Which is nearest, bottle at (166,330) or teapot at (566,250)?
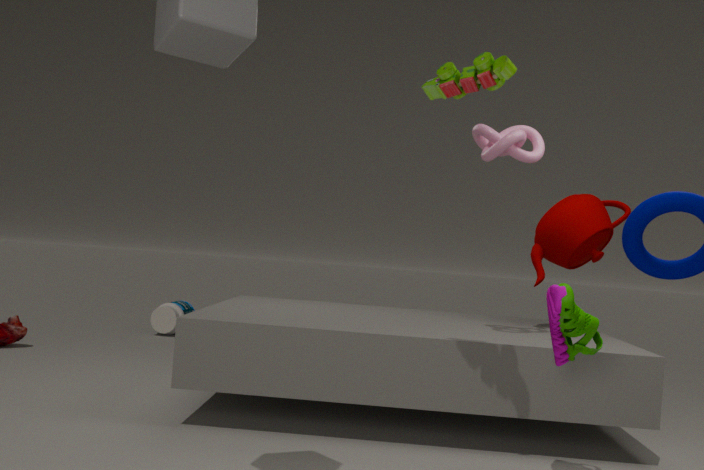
teapot at (566,250)
